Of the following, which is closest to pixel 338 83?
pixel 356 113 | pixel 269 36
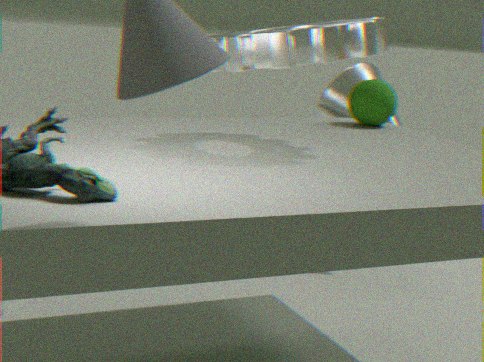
pixel 356 113
